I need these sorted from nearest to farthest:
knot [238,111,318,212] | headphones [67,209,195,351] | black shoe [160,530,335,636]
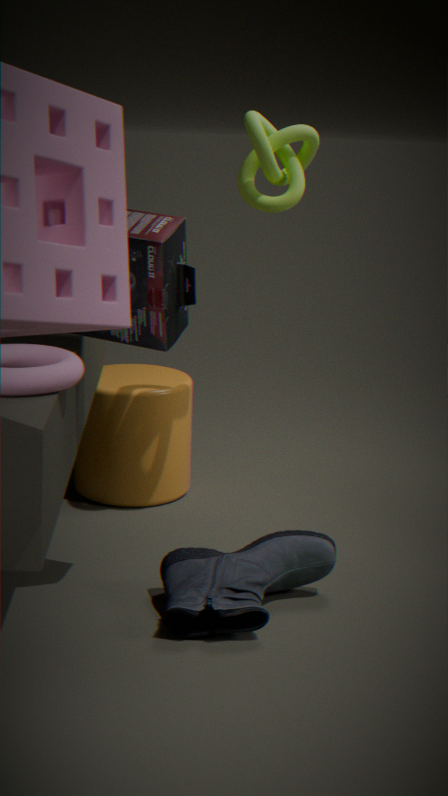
headphones [67,209,195,351], black shoe [160,530,335,636], knot [238,111,318,212]
